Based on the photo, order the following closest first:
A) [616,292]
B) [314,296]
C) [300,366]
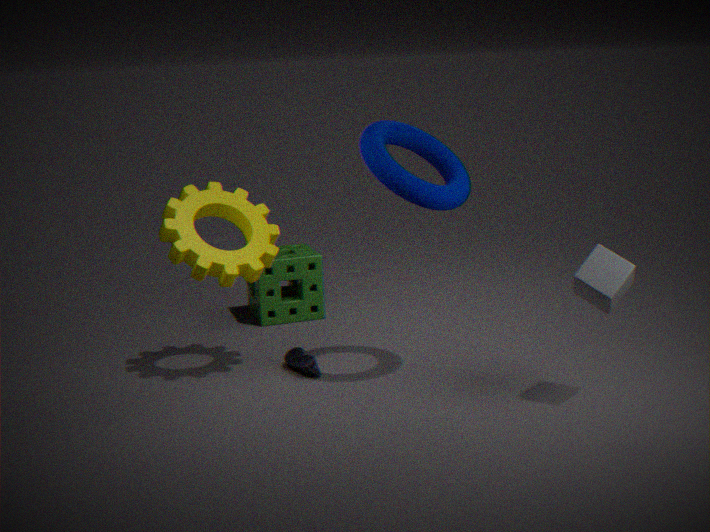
[616,292], [300,366], [314,296]
